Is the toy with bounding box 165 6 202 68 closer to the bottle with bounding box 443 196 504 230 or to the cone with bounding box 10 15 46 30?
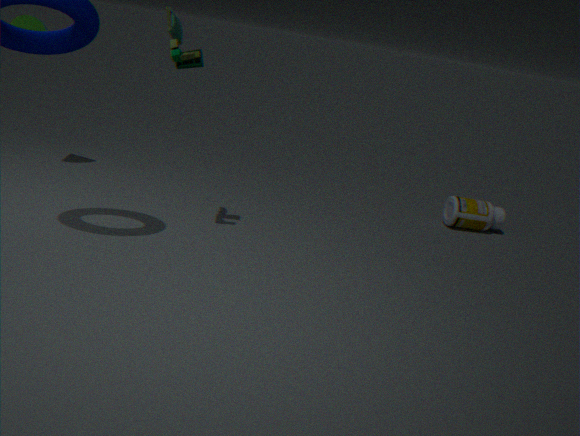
the cone with bounding box 10 15 46 30
